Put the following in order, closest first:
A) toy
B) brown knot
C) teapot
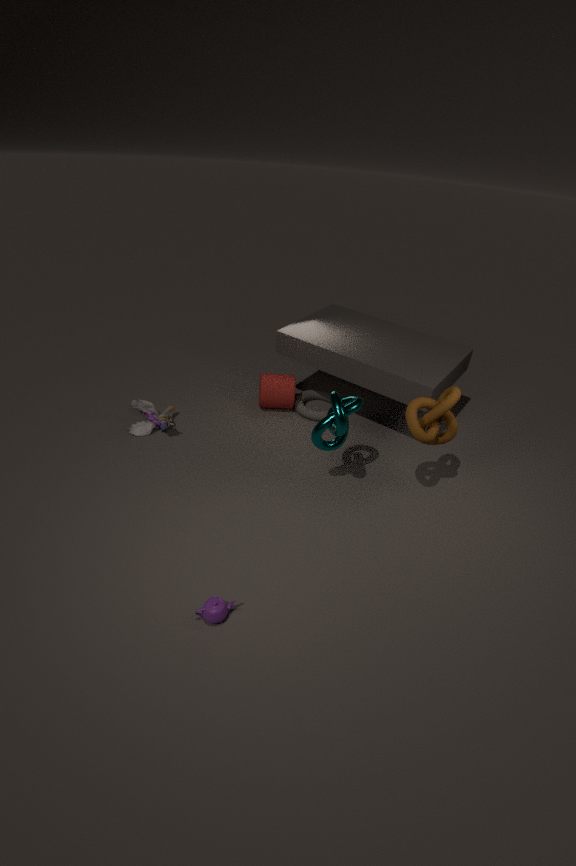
teapot, brown knot, toy
